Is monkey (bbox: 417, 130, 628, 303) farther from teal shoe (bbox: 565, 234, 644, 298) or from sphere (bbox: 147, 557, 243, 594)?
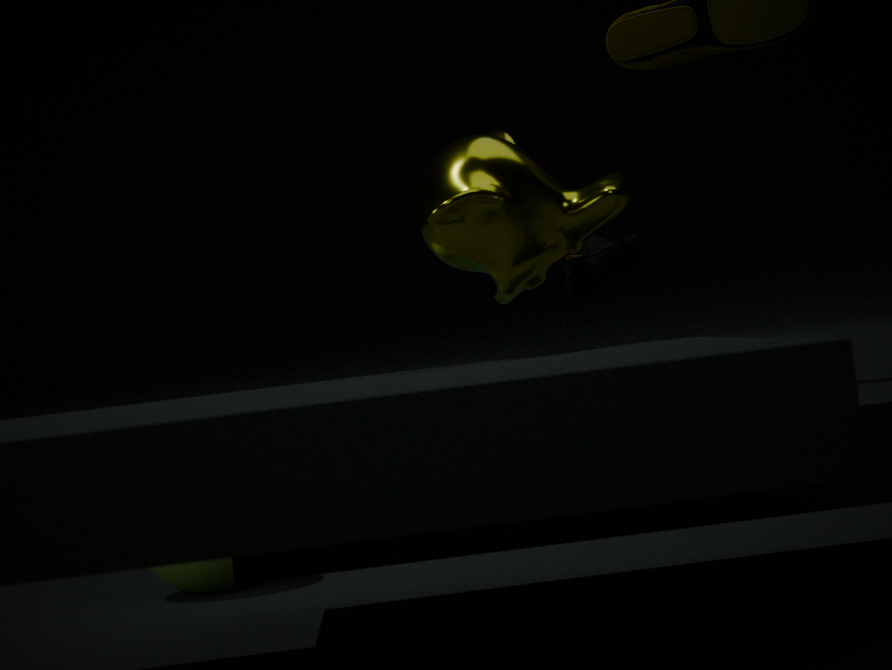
sphere (bbox: 147, 557, 243, 594)
